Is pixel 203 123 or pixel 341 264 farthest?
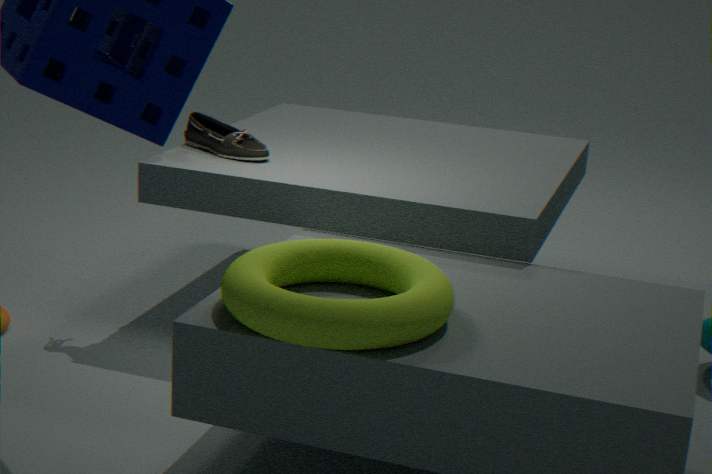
pixel 203 123
